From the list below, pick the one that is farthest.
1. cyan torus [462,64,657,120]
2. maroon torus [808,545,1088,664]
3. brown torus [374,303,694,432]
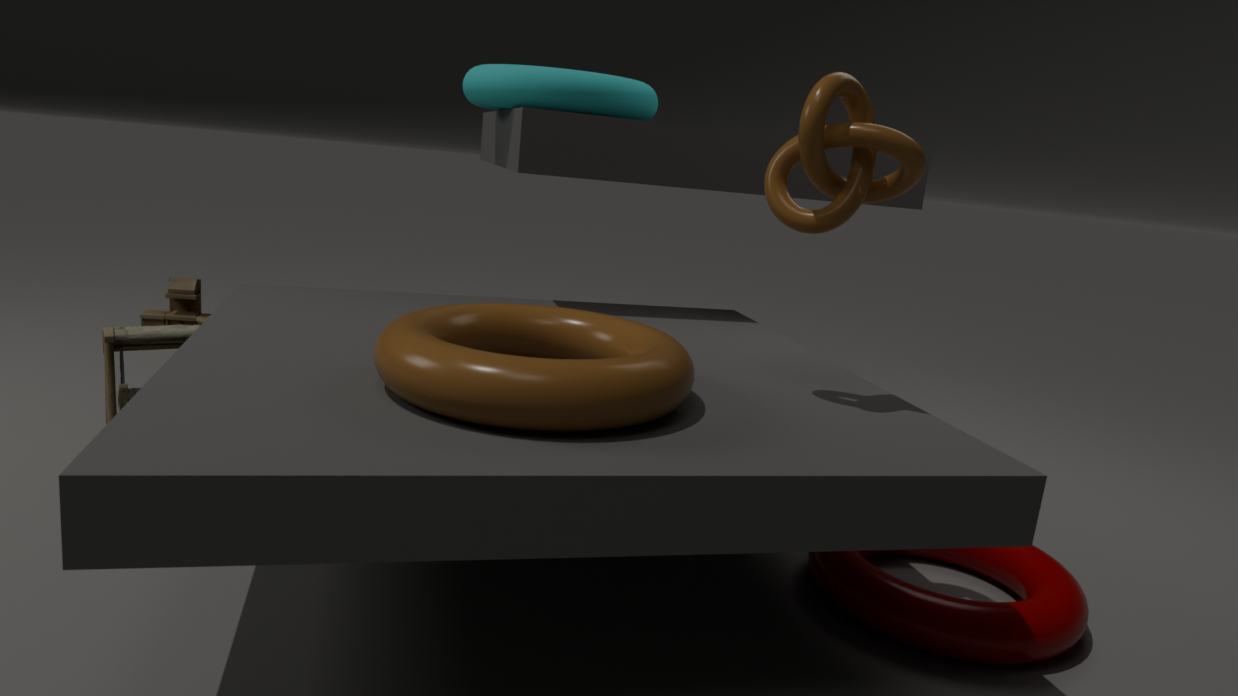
cyan torus [462,64,657,120]
